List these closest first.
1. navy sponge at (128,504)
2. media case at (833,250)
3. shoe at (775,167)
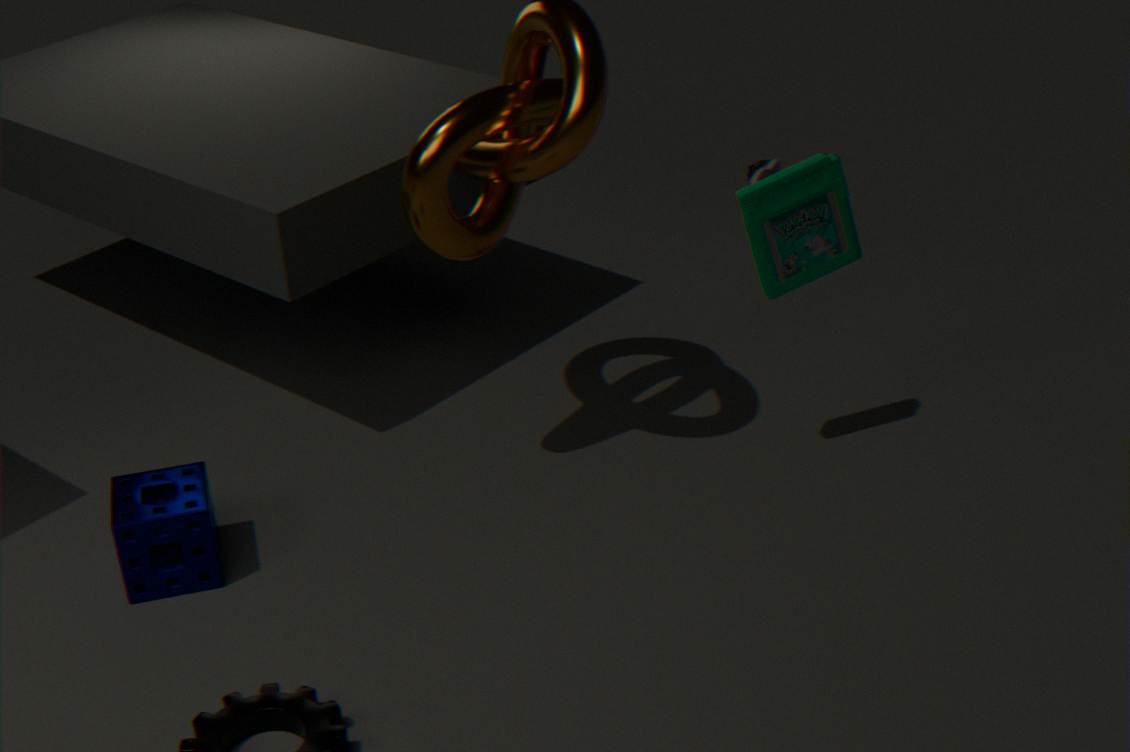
navy sponge at (128,504), media case at (833,250), shoe at (775,167)
